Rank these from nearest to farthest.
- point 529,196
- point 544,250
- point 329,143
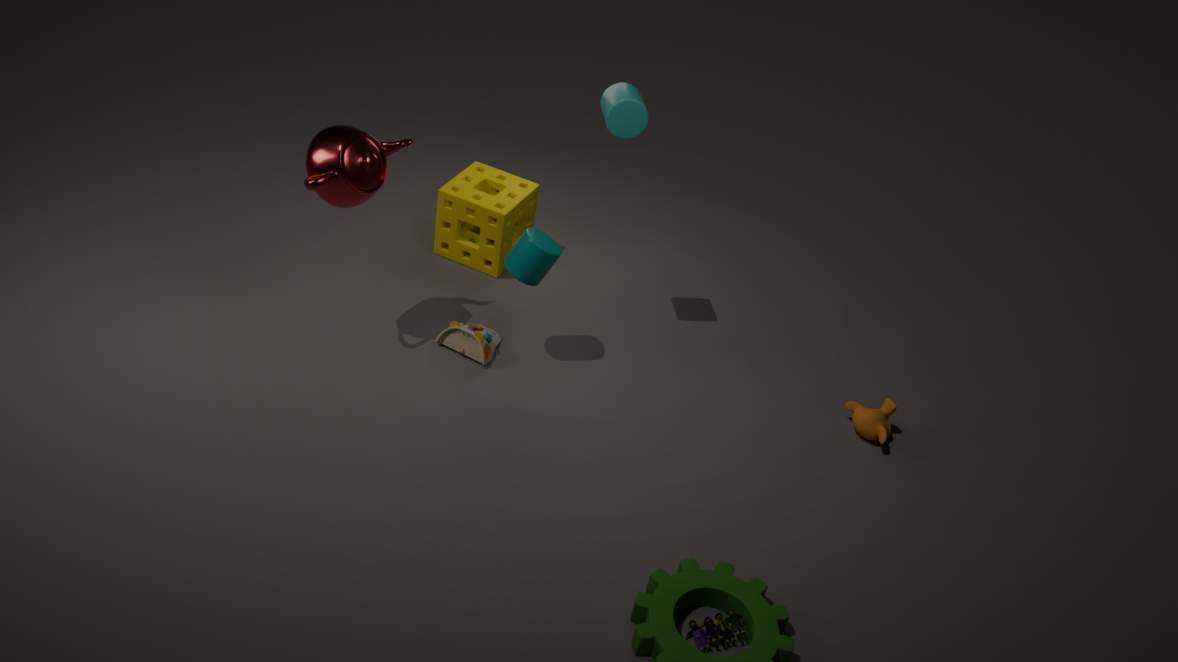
point 329,143
point 544,250
point 529,196
